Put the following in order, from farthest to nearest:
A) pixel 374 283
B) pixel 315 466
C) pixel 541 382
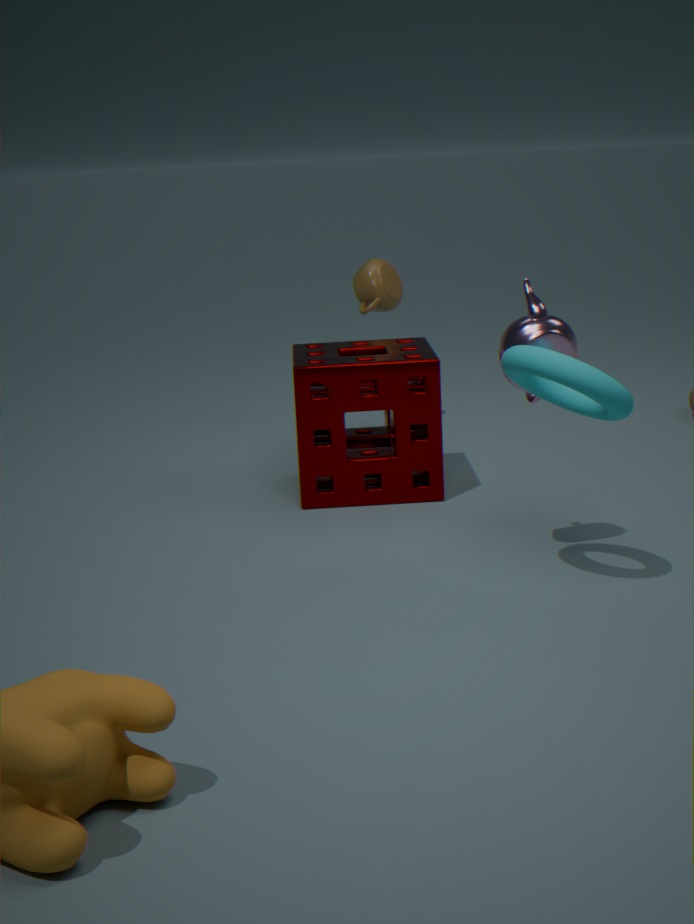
pixel 374 283 → pixel 315 466 → pixel 541 382
